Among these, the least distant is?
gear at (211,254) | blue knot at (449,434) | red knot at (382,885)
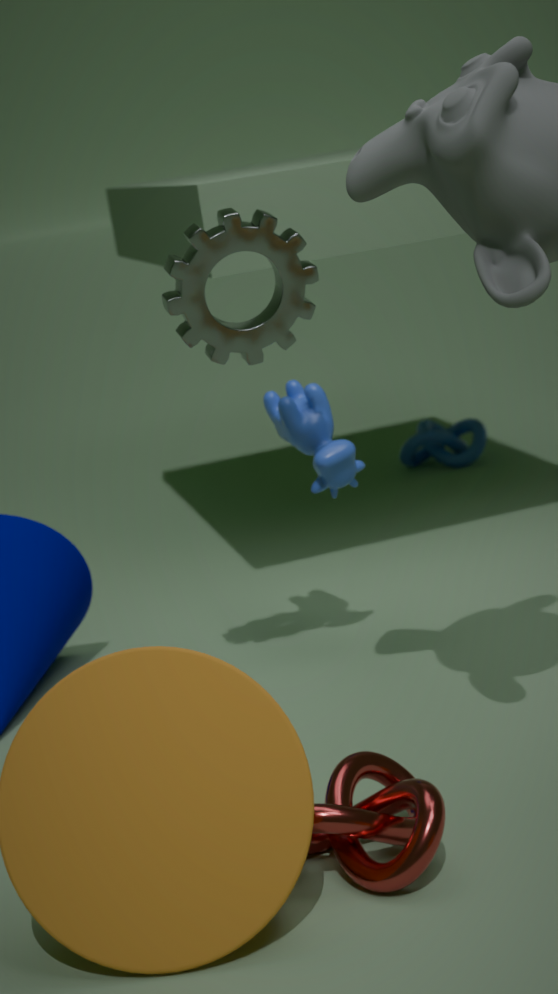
red knot at (382,885)
